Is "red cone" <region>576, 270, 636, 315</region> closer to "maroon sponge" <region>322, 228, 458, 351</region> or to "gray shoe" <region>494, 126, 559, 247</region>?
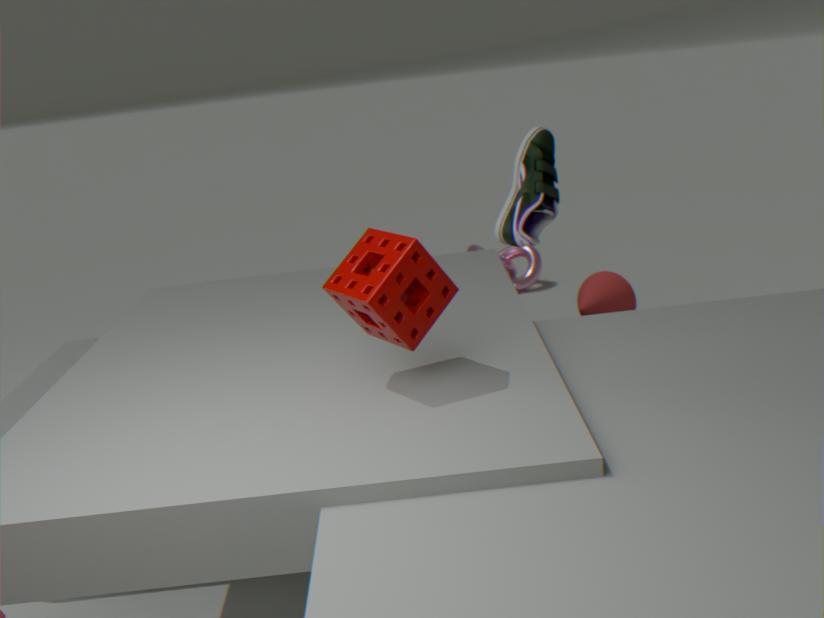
"gray shoe" <region>494, 126, 559, 247</region>
